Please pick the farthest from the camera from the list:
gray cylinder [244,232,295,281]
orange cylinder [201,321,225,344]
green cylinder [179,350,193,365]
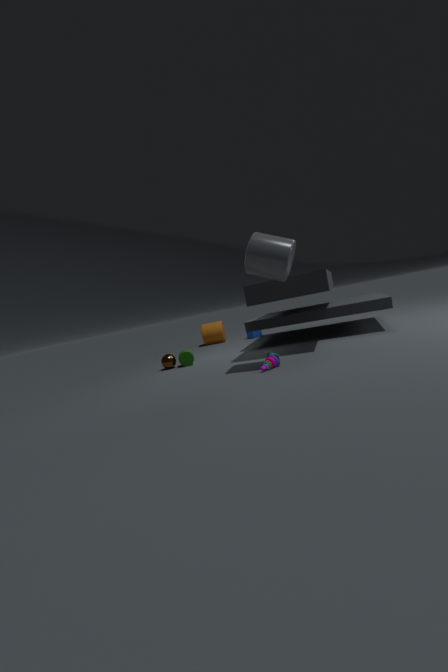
orange cylinder [201,321,225,344]
